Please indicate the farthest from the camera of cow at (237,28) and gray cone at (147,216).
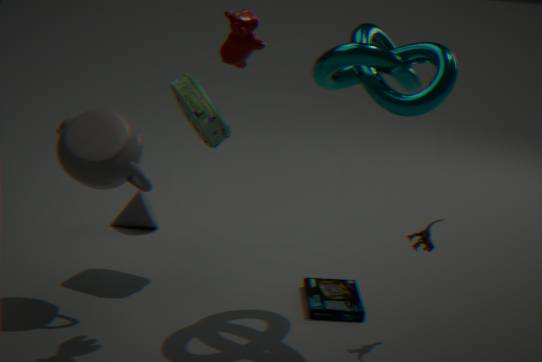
gray cone at (147,216)
